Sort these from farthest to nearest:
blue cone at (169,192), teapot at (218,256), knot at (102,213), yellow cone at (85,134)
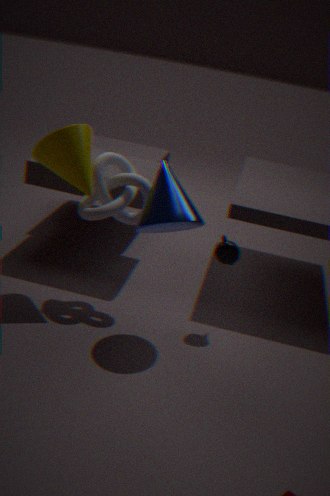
teapot at (218,256) < knot at (102,213) < yellow cone at (85,134) < blue cone at (169,192)
